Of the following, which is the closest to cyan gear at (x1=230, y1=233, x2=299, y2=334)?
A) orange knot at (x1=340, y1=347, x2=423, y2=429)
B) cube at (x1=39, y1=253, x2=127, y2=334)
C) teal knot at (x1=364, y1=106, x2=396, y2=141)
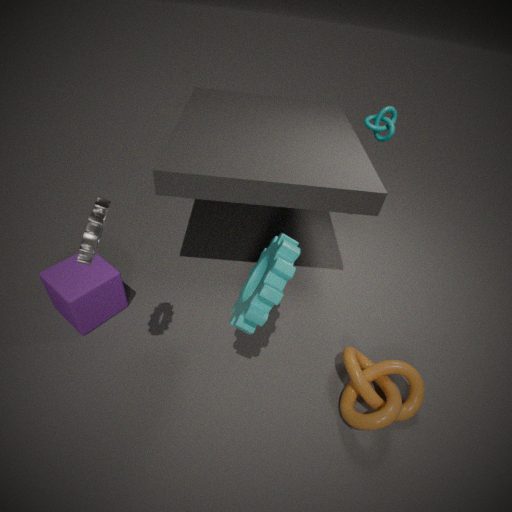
orange knot at (x1=340, y1=347, x2=423, y2=429)
